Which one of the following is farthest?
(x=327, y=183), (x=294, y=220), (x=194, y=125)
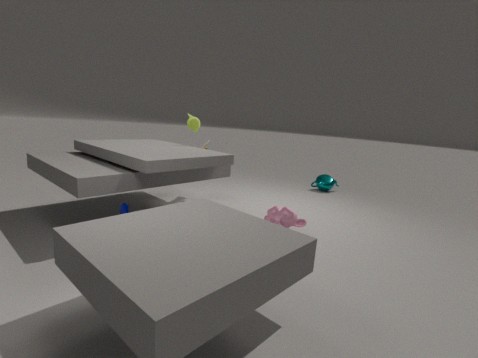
(x=327, y=183)
